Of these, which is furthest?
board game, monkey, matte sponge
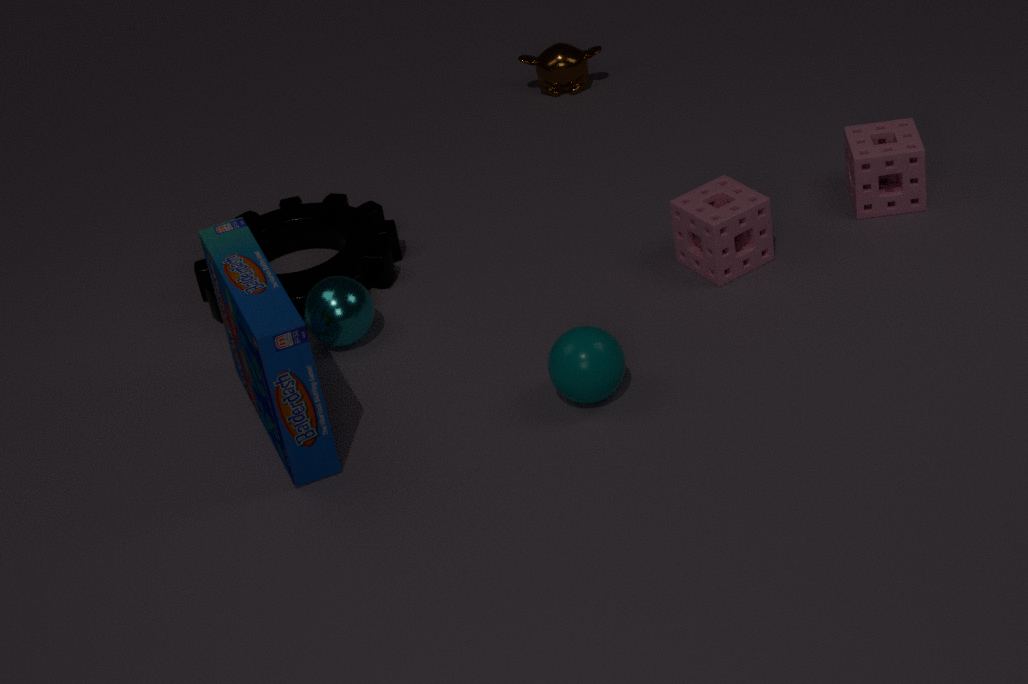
monkey
